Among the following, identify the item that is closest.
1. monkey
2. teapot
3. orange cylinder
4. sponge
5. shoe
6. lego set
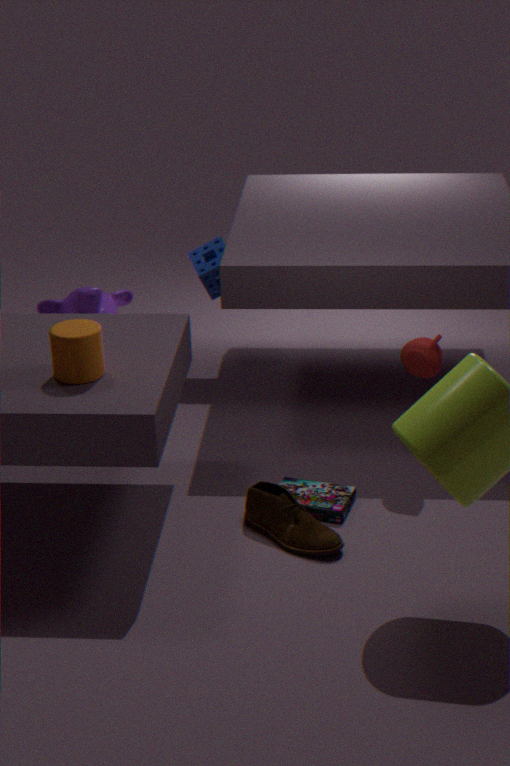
orange cylinder
